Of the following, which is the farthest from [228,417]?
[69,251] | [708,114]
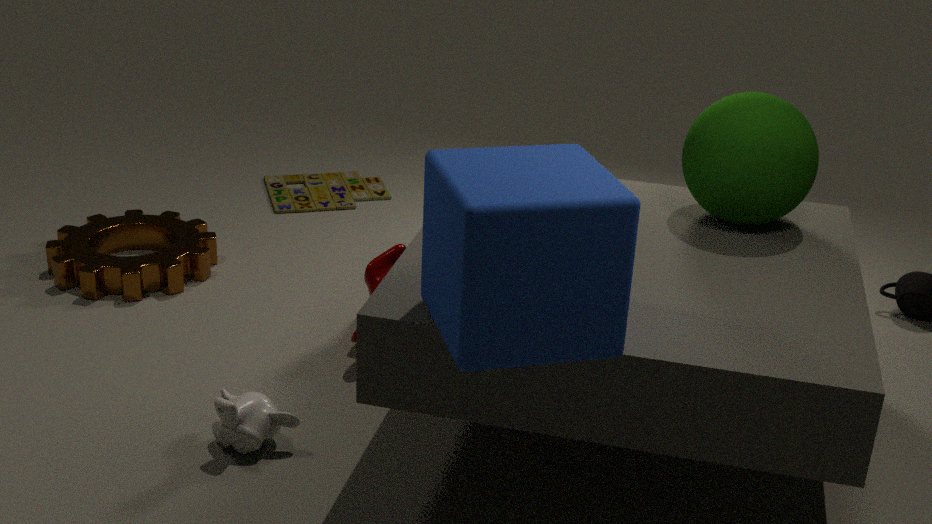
[708,114]
